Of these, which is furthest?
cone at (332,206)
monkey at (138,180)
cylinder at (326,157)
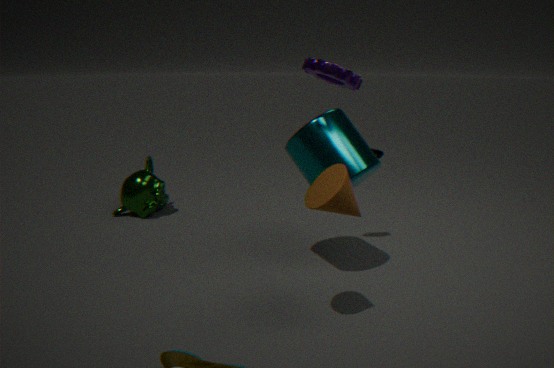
monkey at (138,180)
